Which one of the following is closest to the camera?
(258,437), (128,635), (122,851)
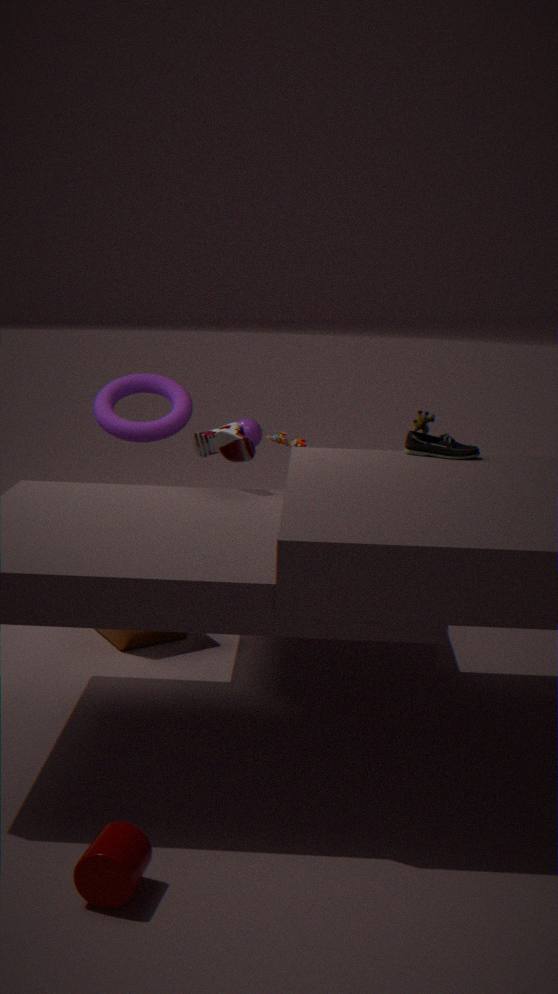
(122,851)
